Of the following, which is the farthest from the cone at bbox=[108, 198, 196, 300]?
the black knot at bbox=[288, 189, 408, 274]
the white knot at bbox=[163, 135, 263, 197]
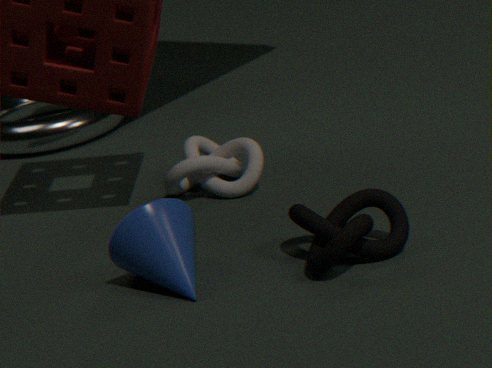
the white knot at bbox=[163, 135, 263, 197]
